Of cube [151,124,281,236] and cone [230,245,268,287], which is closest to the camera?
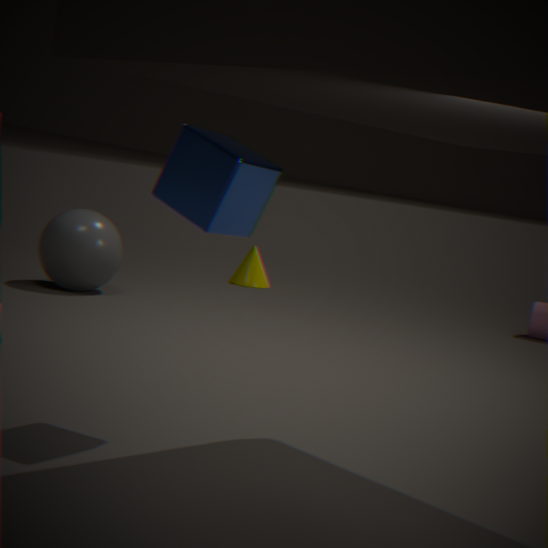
cube [151,124,281,236]
